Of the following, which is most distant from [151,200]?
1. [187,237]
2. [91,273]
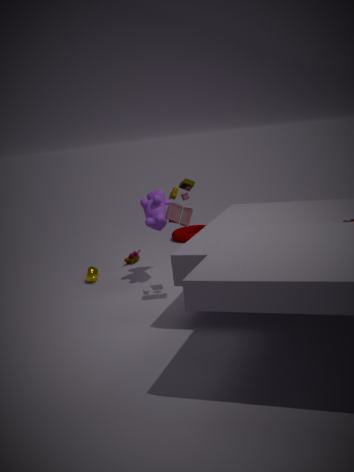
[187,237]
